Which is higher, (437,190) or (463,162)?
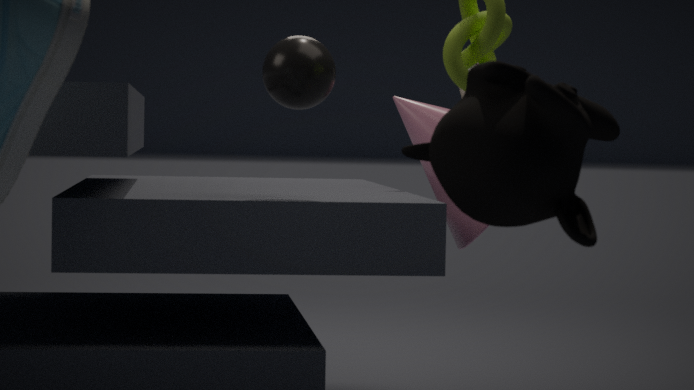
(463,162)
